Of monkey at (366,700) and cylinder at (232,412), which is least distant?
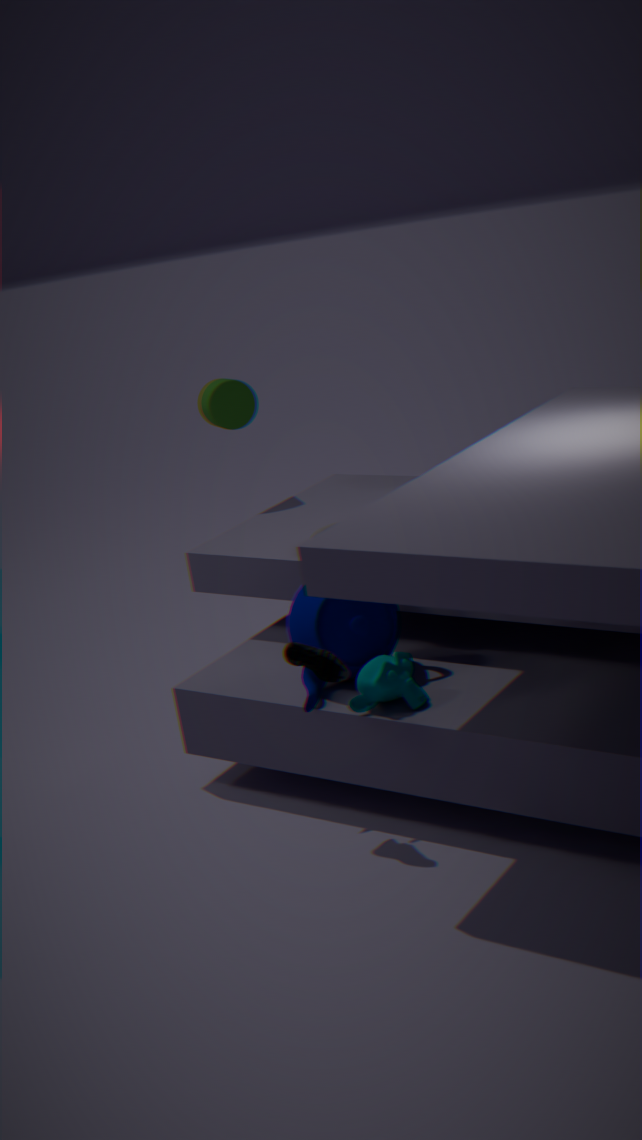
monkey at (366,700)
